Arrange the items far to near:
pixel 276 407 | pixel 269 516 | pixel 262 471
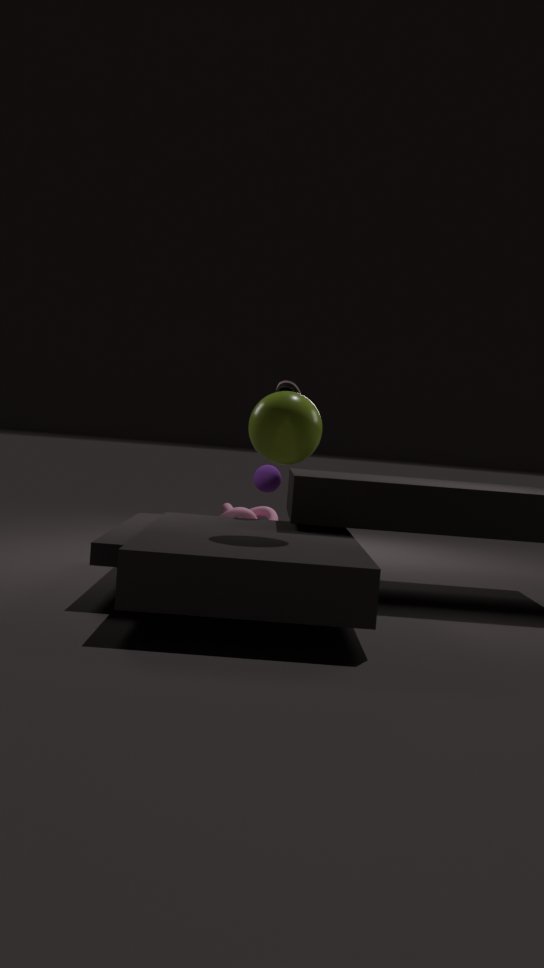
pixel 269 516
pixel 262 471
pixel 276 407
